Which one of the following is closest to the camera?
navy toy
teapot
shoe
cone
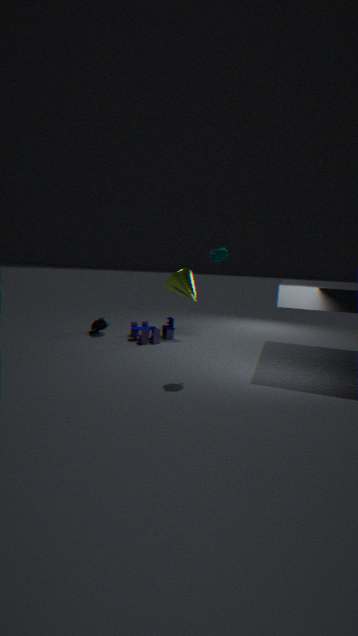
teapot
